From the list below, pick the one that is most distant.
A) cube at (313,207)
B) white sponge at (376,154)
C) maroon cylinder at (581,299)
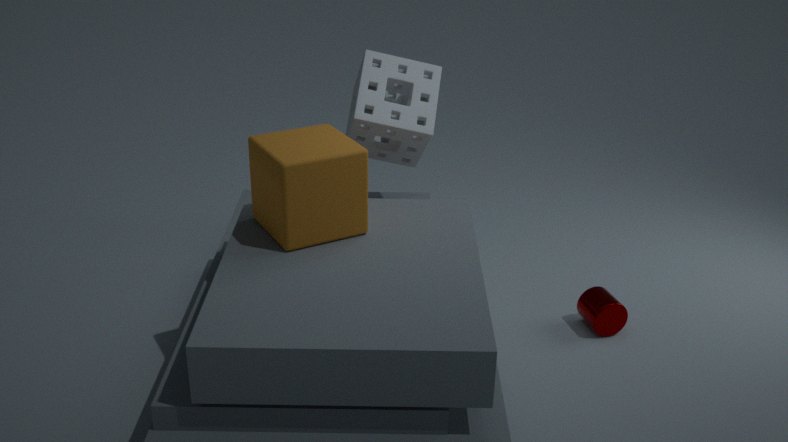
maroon cylinder at (581,299)
